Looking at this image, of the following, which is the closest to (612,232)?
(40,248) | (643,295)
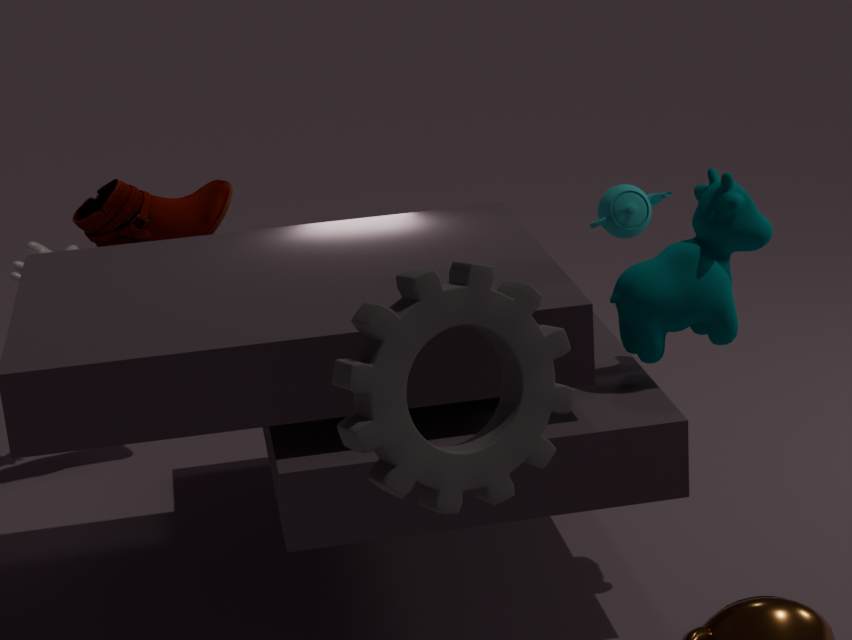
(643,295)
